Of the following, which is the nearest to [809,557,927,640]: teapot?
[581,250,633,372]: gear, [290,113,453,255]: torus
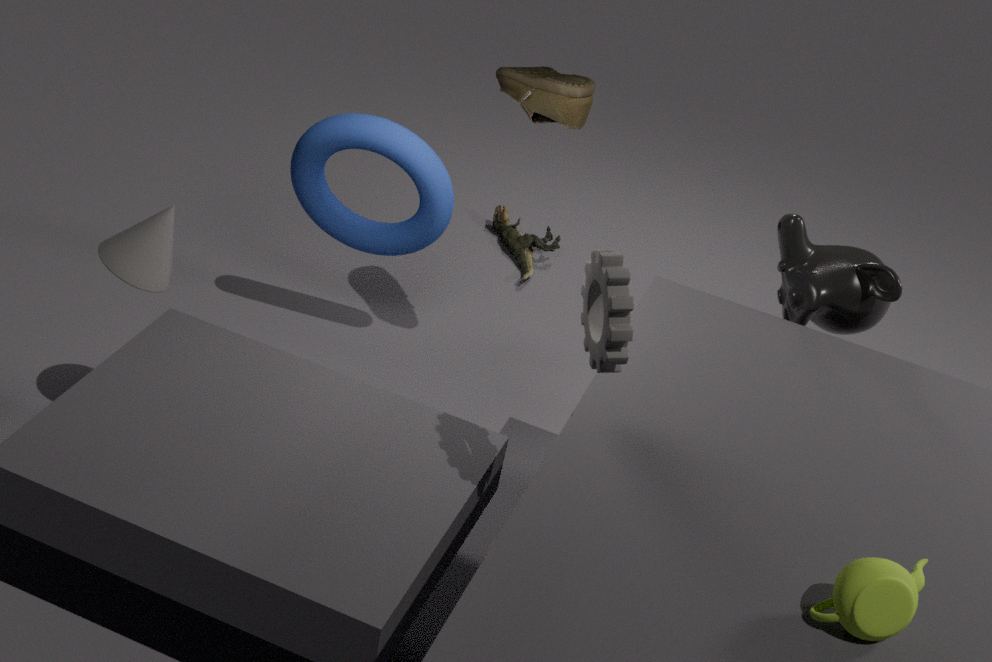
[581,250,633,372]: gear
